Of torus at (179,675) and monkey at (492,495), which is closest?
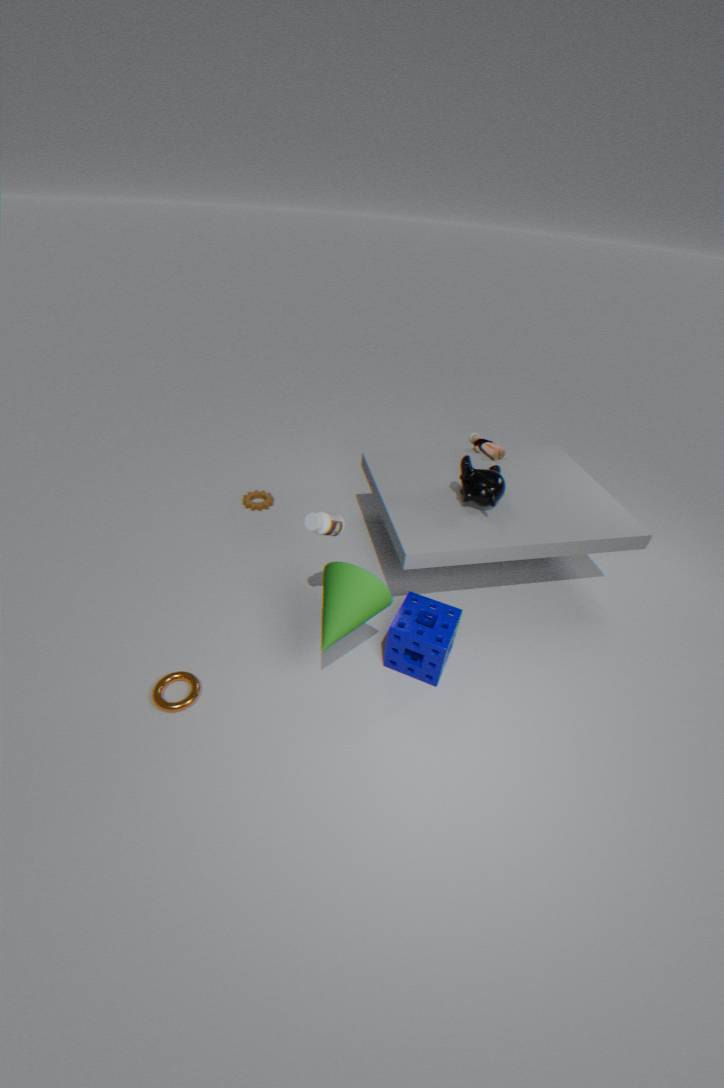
torus at (179,675)
